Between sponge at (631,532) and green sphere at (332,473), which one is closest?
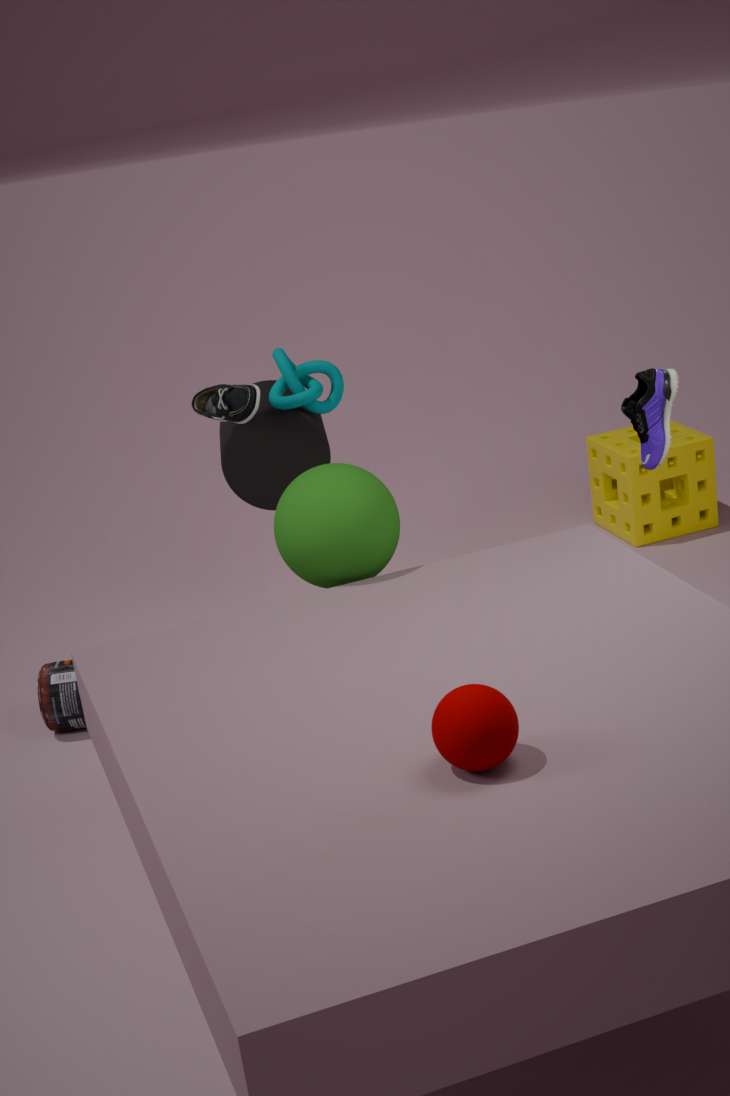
green sphere at (332,473)
